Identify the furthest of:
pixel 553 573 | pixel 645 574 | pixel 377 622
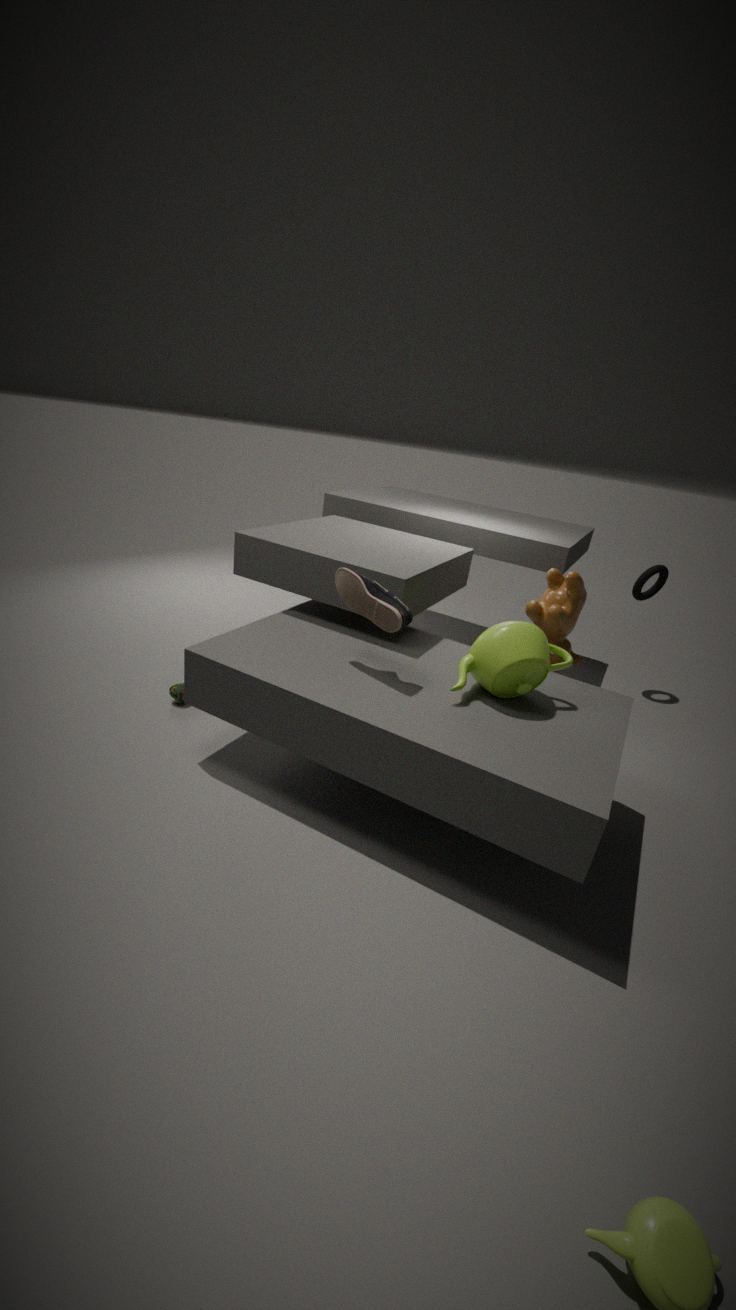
pixel 645 574
